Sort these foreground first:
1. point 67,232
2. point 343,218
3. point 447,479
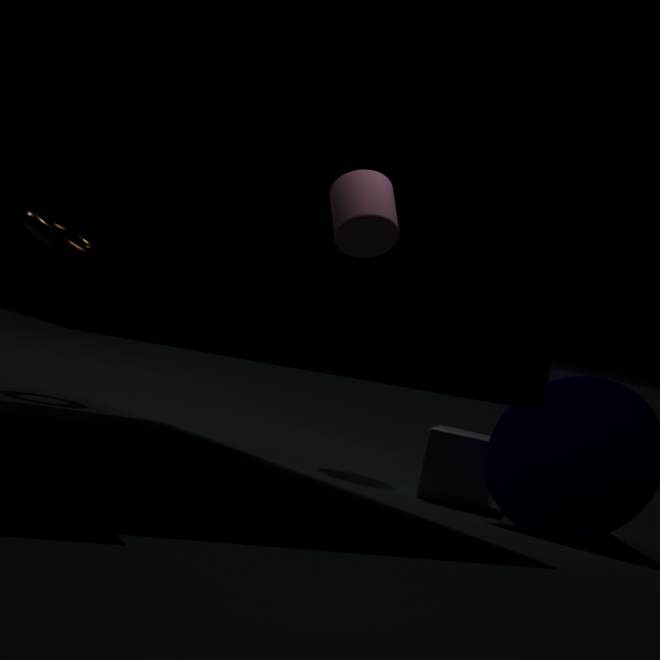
point 447,479
point 343,218
point 67,232
